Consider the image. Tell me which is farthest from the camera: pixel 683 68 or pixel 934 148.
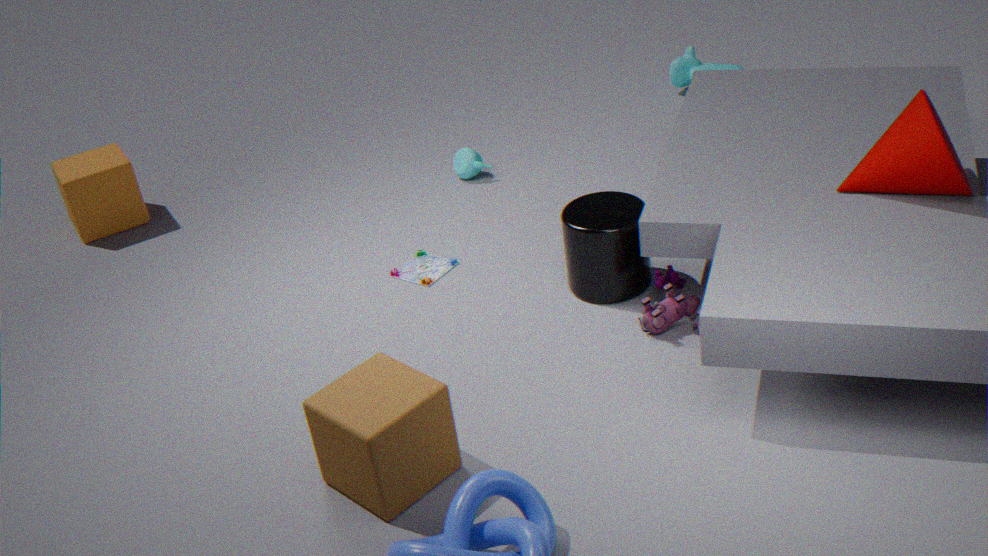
pixel 683 68
